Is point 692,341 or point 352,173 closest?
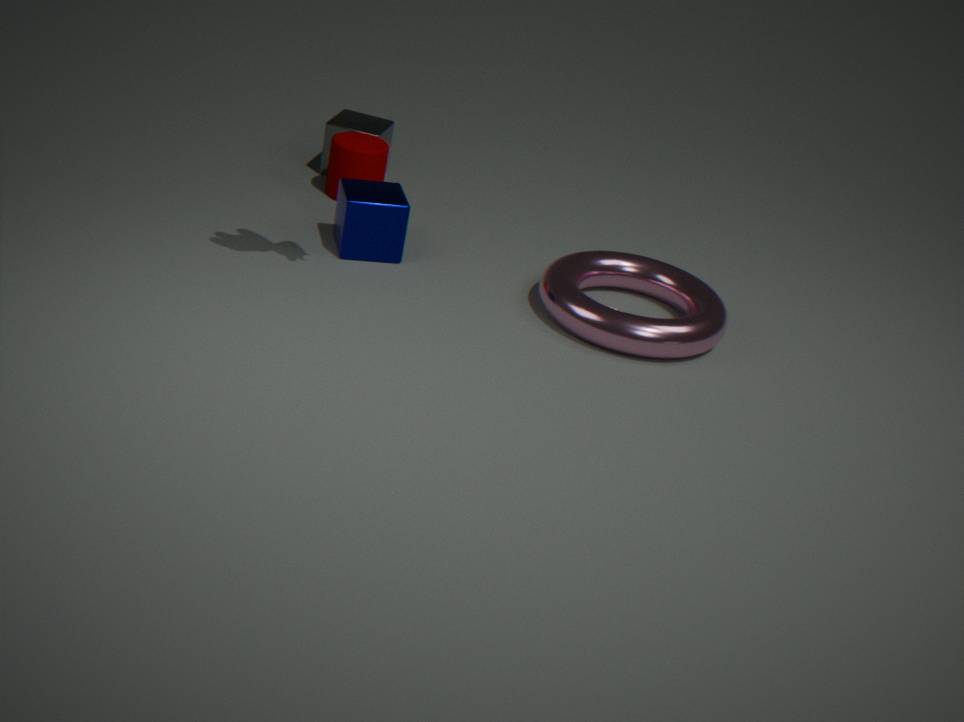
→ point 692,341
